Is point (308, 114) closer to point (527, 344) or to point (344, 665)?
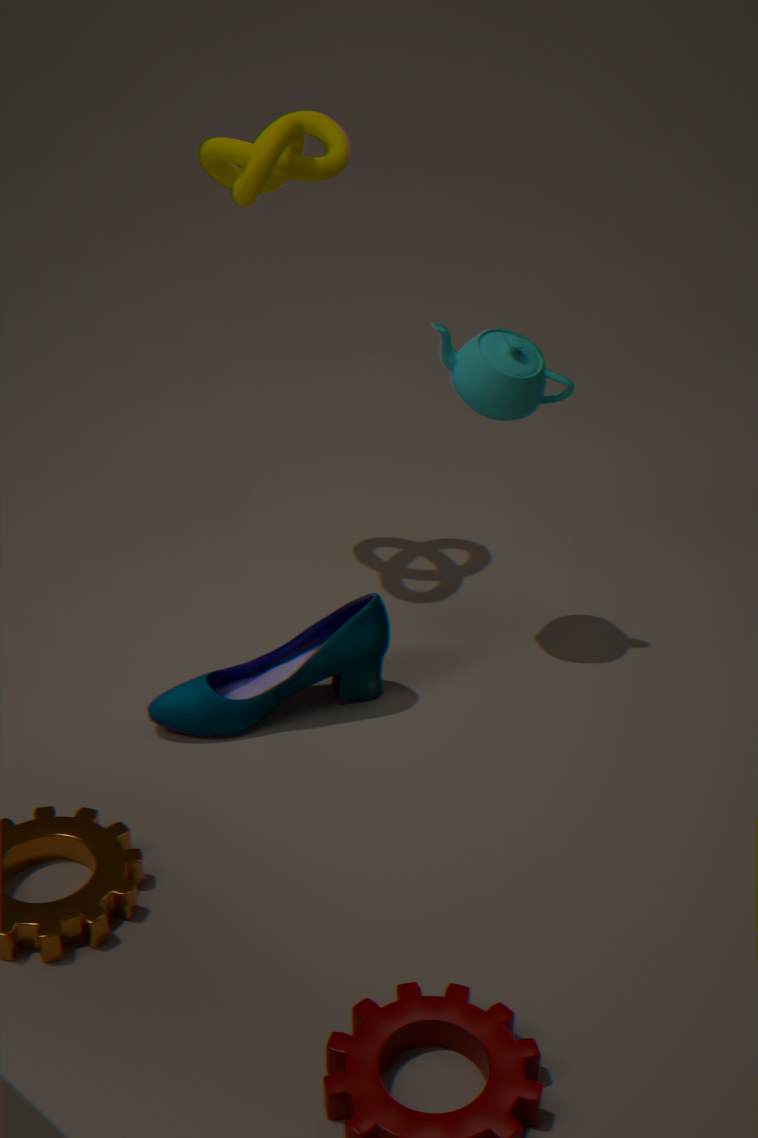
point (527, 344)
